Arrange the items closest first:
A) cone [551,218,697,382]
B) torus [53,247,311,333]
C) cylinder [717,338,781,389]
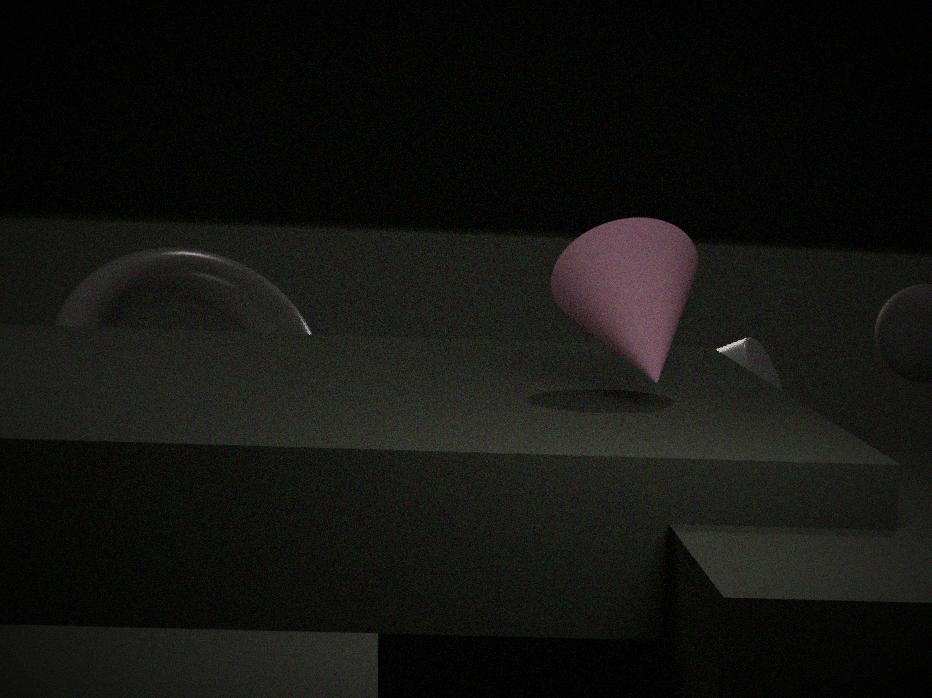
cone [551,218,697,382], torus [53,247,311,333], cylinder [717,338,781,389]
